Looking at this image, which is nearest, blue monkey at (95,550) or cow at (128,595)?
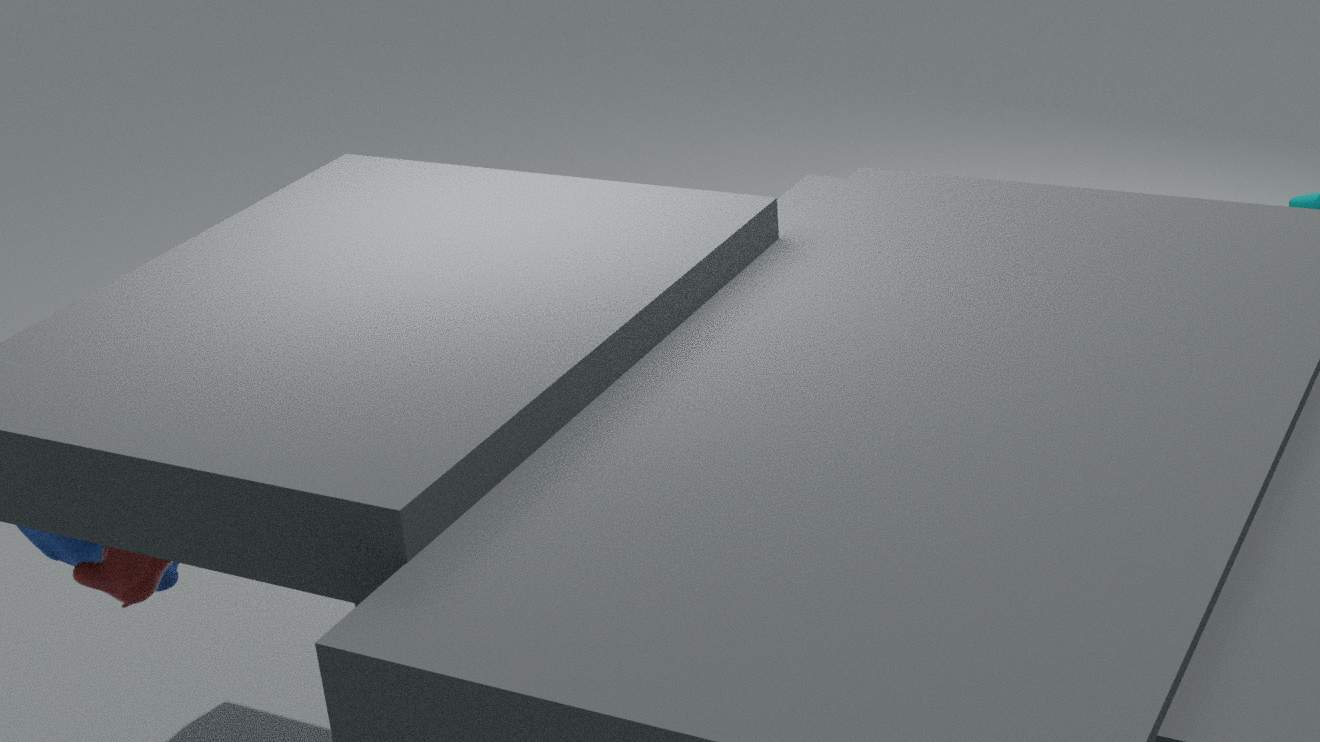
cow at (128,595)
